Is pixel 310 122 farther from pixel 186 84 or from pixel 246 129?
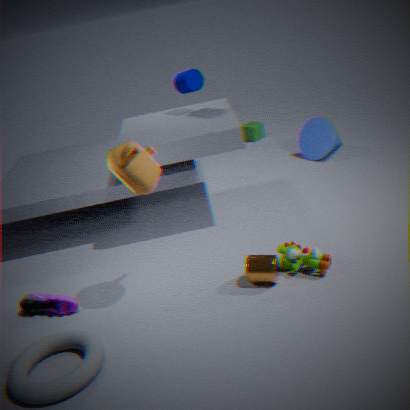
pixel 186 84
